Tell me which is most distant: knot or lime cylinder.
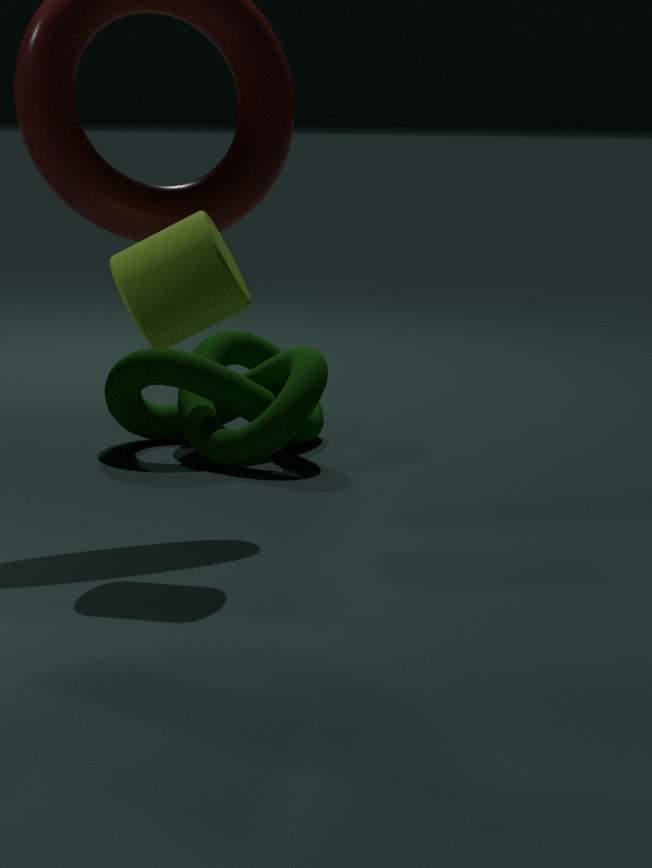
knot
